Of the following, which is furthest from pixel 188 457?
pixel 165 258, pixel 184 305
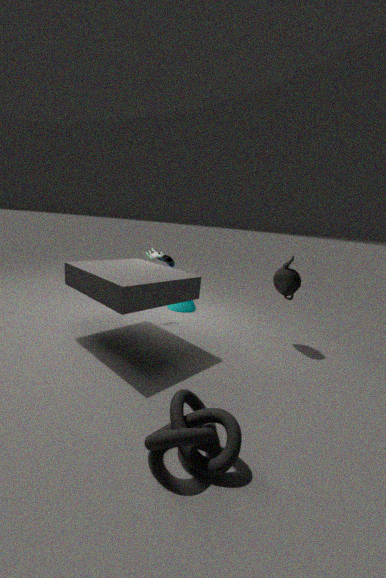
pixel 165 258
